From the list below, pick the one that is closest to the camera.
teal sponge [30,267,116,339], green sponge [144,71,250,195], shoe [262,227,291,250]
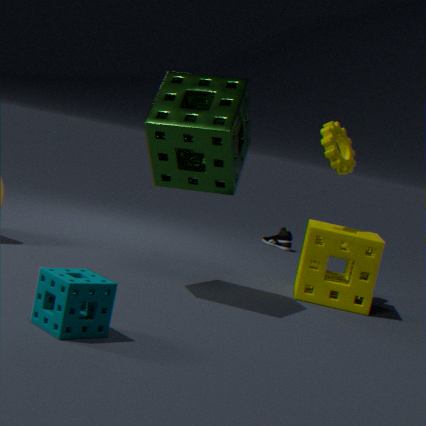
teal sponge [30,267,116,339]
